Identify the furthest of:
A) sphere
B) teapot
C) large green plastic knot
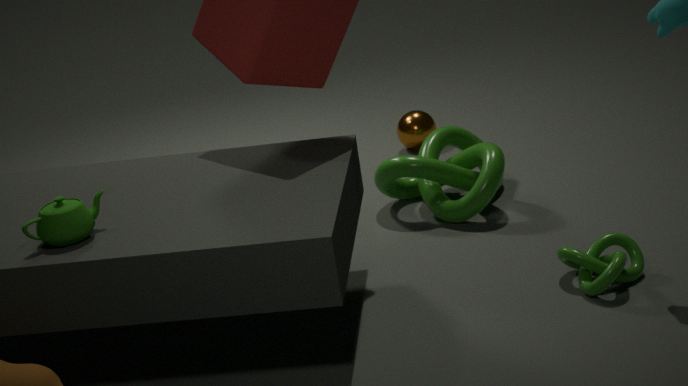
sphere
